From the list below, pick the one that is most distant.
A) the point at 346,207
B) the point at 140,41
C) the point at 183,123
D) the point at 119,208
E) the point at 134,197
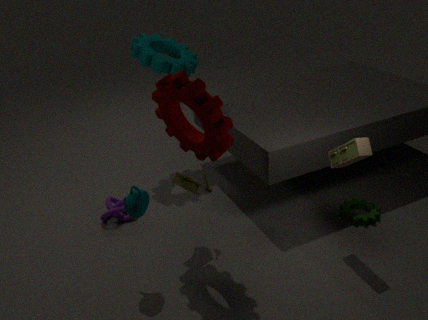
the point at 140,41
